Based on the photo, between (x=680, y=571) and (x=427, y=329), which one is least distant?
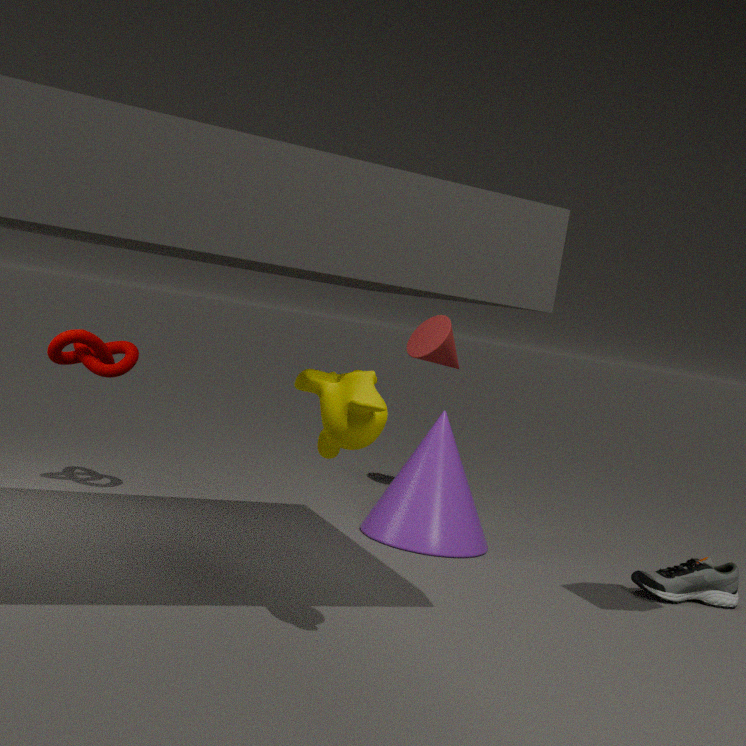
(x=680, y=571)
